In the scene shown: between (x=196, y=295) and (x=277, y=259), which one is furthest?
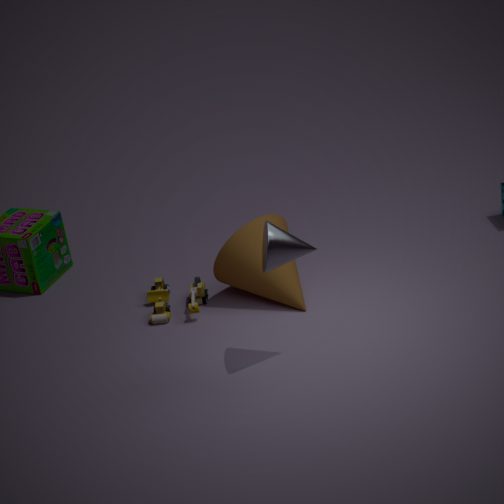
(x=196, y=295)
